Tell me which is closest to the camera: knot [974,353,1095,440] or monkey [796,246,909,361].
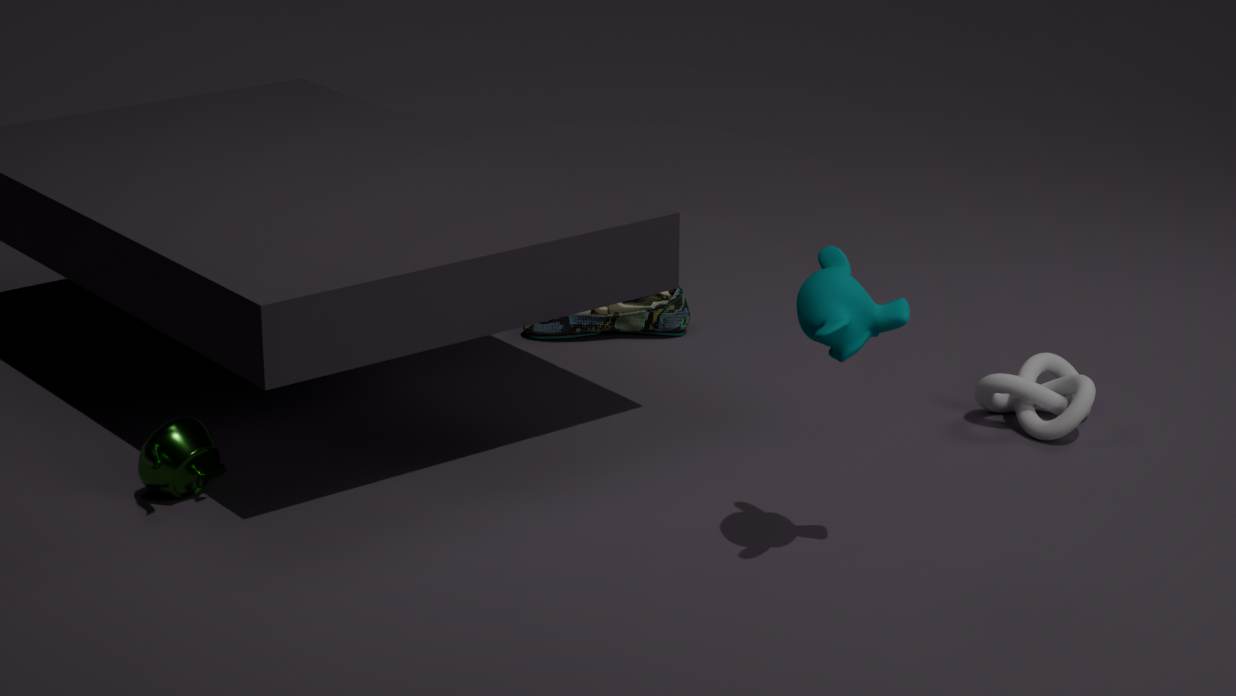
monkey [796,246,909,361]
